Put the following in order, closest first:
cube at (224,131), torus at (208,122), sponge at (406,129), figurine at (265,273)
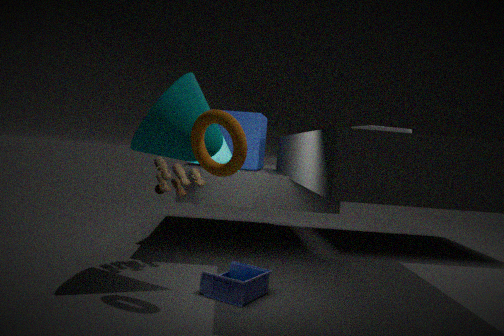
torus at (208,122)
figurine at (265,273)
cube at (224,131)
sponge at (406,129)
